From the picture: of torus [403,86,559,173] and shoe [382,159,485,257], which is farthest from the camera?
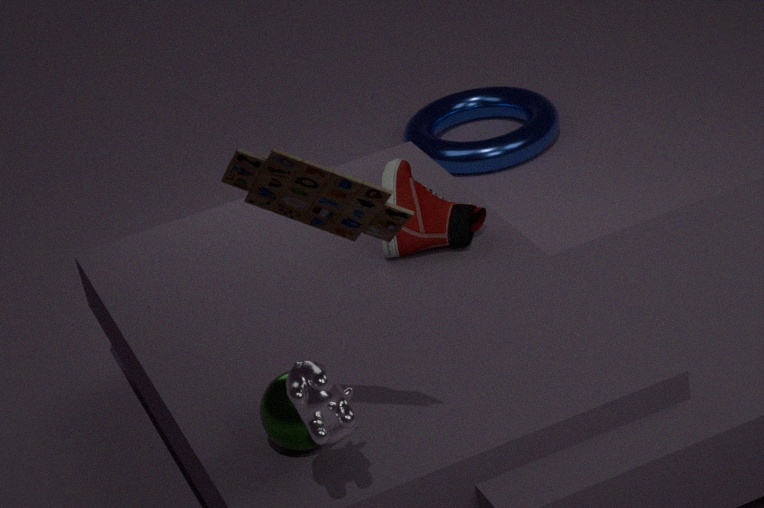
torus [403,86,559,173]
